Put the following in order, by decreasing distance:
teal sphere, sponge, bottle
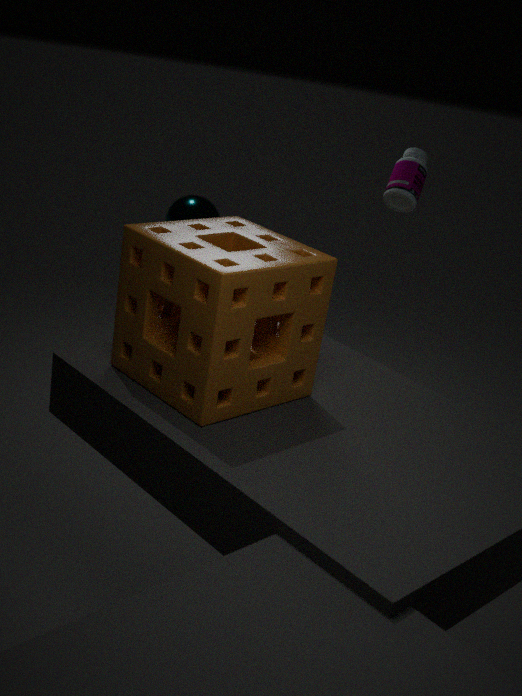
1. teal sphere
2. bottle
3. sponge
